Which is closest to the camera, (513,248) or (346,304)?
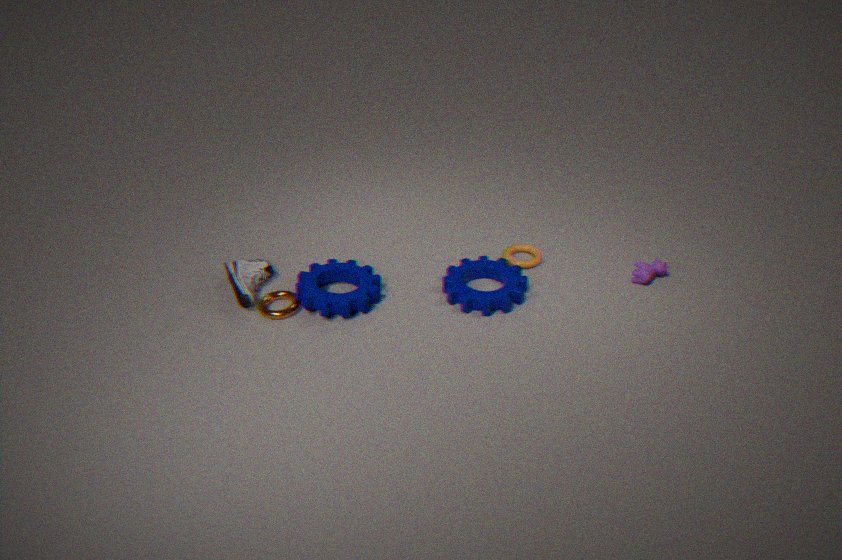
(346,304)
